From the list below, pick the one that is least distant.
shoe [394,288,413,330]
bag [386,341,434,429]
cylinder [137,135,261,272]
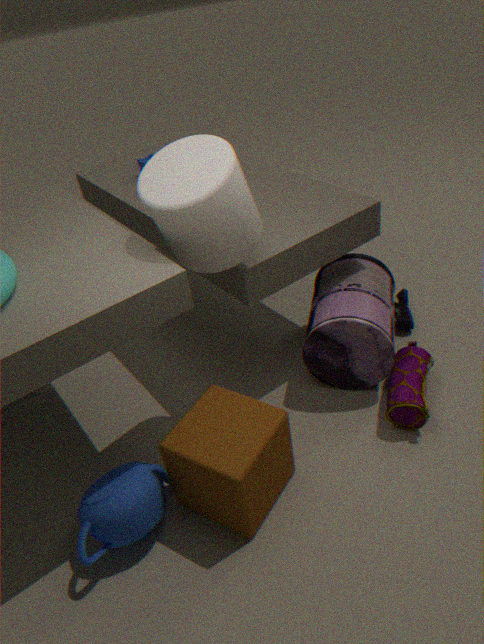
cylinder [137,135,261,272]
